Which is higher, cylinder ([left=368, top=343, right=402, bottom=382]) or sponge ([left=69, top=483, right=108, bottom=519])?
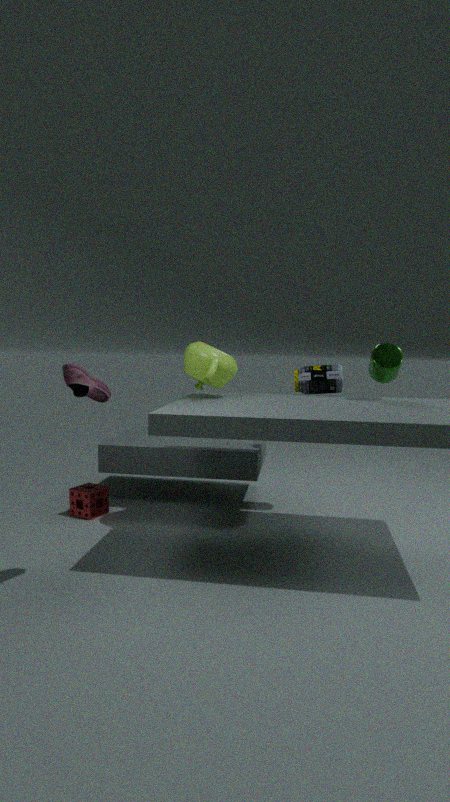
cylinder ([left=368, top=343, right=402, bottom=382])
